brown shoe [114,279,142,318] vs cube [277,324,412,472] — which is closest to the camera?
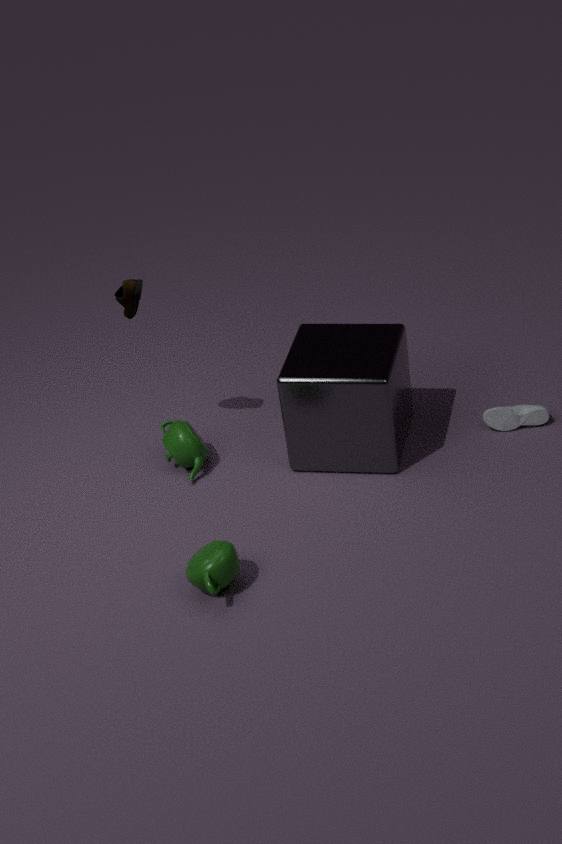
cube [277,324,412,472]
